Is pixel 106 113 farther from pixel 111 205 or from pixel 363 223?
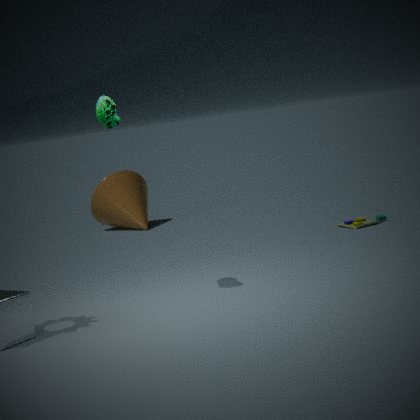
pixel 111 205
